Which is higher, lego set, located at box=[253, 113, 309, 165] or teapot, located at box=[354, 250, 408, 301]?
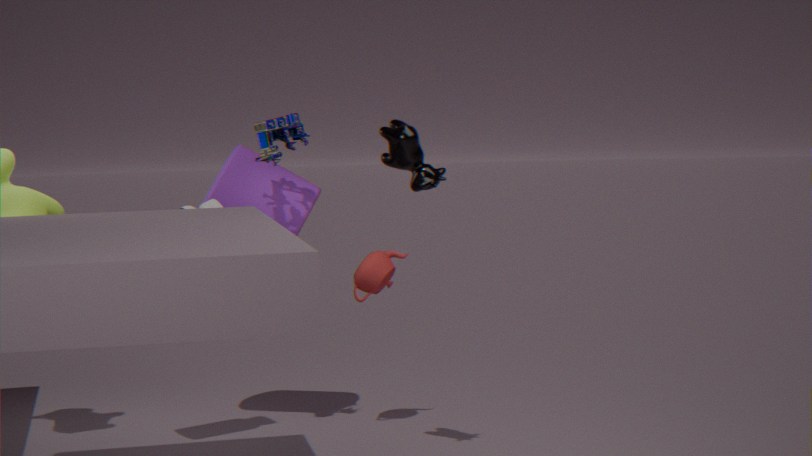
lego set, located at box=[253, 113, 309, 165]
